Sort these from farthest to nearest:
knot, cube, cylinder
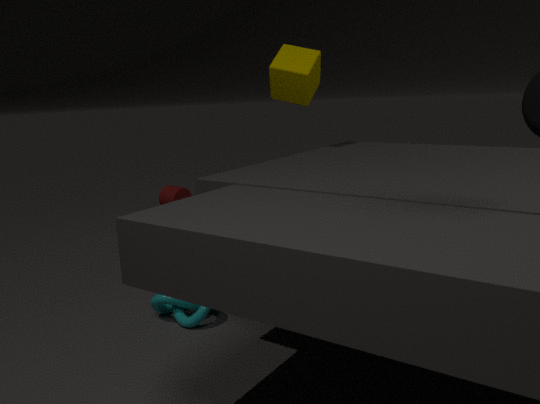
cylinder, cube, knot
